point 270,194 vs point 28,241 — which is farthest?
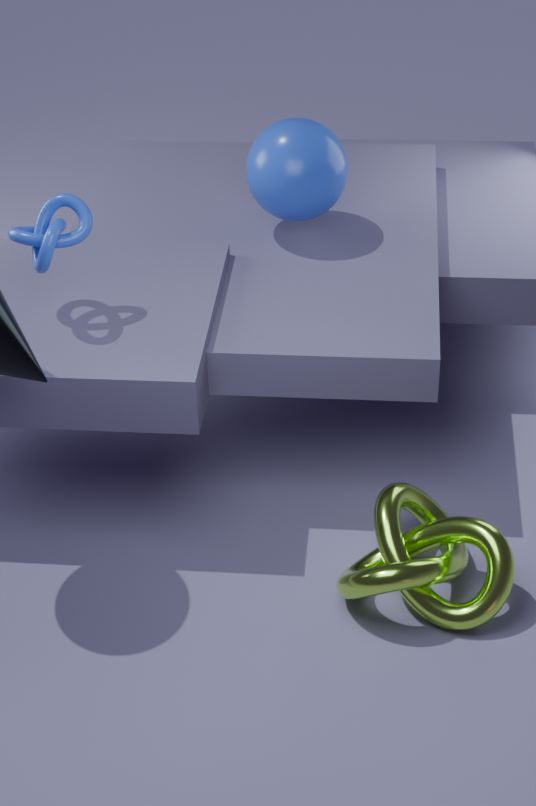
point 270,194
